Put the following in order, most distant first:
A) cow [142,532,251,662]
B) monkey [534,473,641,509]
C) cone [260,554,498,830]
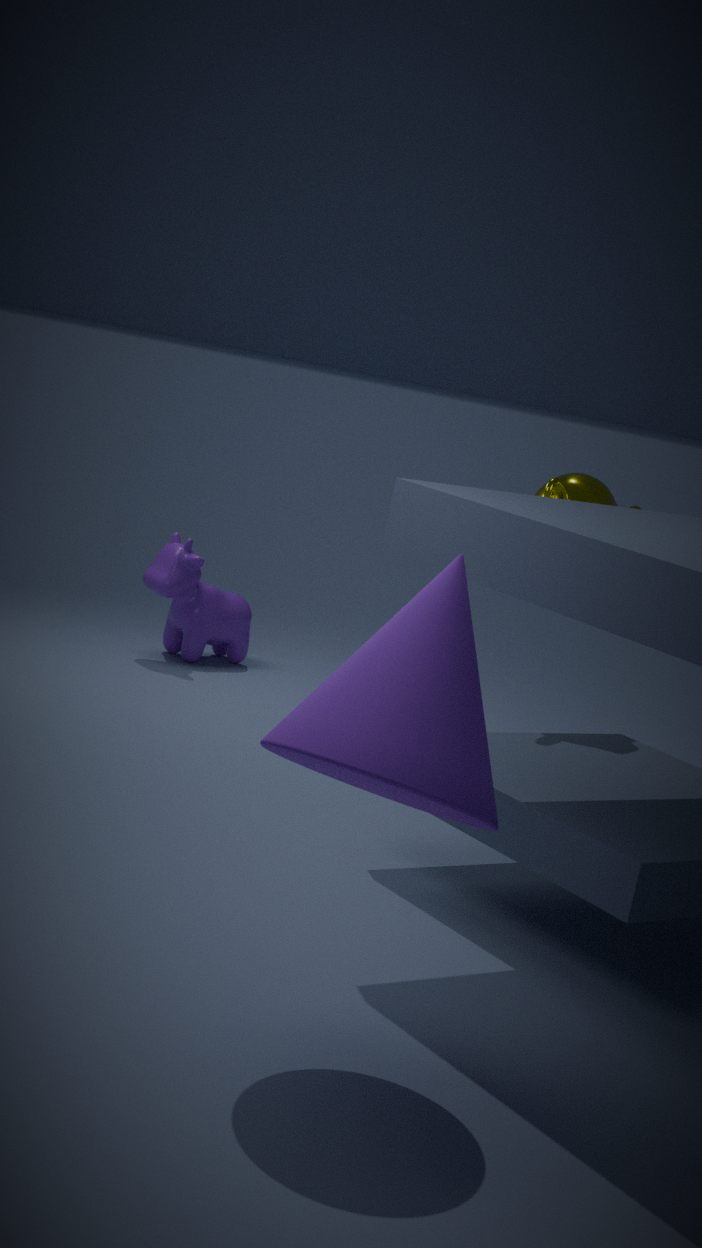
cow [142,532,251,662] < monkey [534,473,641,509] < cone [260,554,498,830]
